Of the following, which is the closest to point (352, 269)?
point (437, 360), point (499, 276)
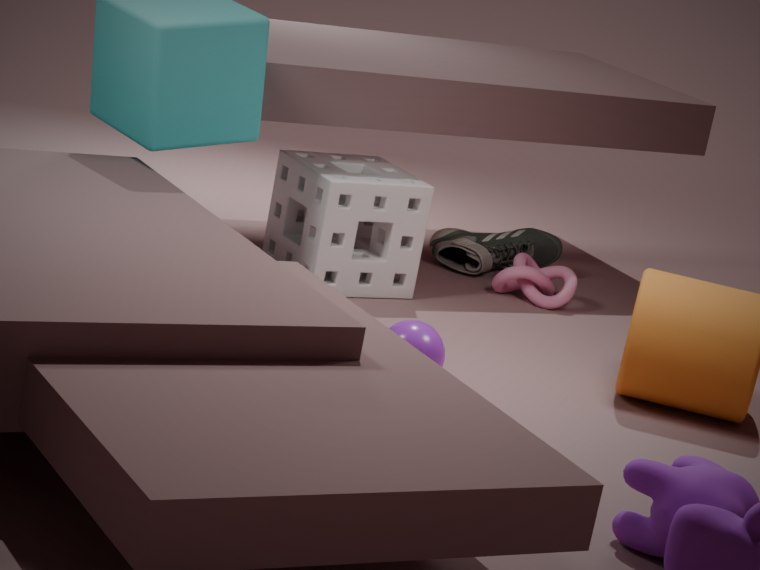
point (499, 276)
